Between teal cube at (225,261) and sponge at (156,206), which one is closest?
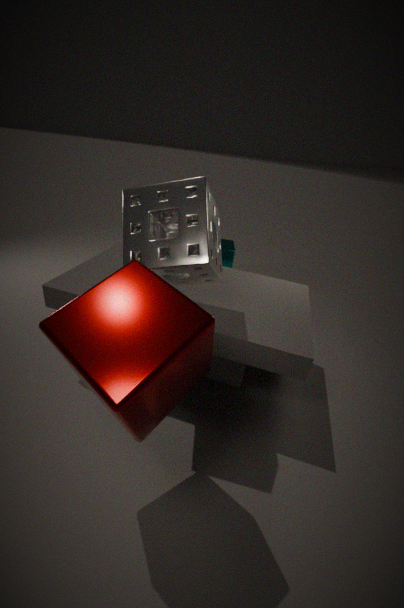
sponge at (156,206)
